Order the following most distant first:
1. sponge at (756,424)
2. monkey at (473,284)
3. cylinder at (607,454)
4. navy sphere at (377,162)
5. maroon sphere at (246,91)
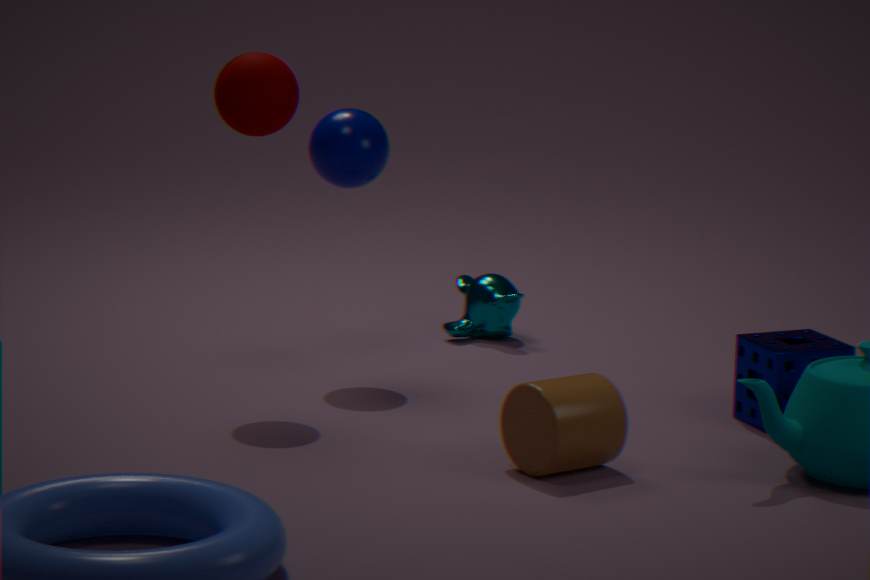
monkey at (473,284) < navy sphere at (377,162) < maroon sphere at (246,91) < sponge at (756,424) < cylinder at (607,454)
